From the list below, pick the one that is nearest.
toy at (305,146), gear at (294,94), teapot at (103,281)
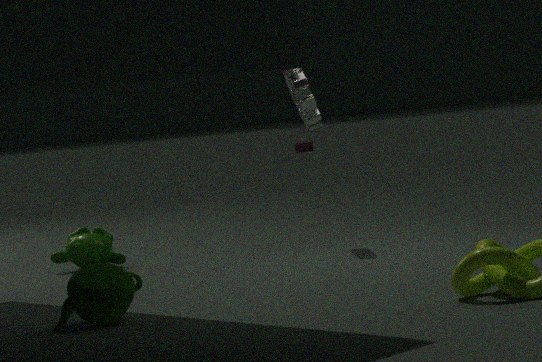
teapot at (103,281)
